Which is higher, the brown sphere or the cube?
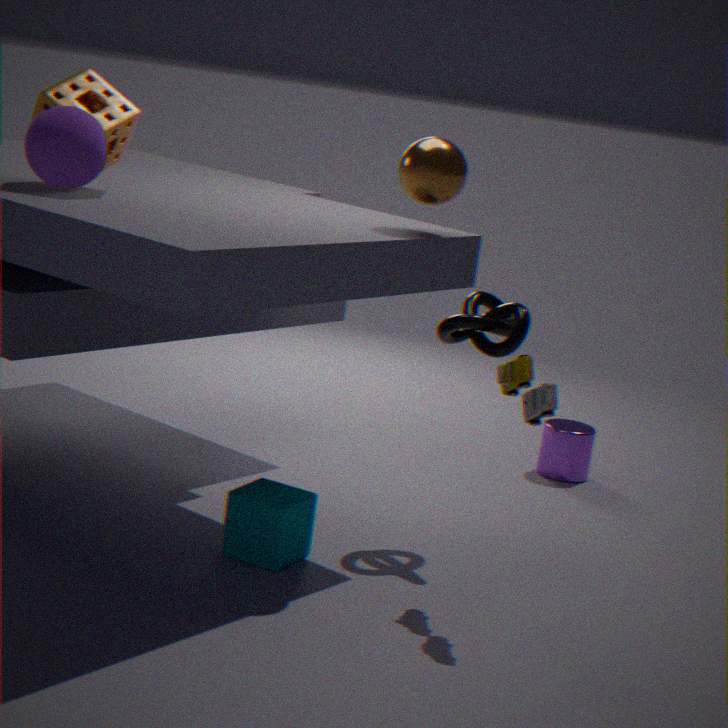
the brown sphere
